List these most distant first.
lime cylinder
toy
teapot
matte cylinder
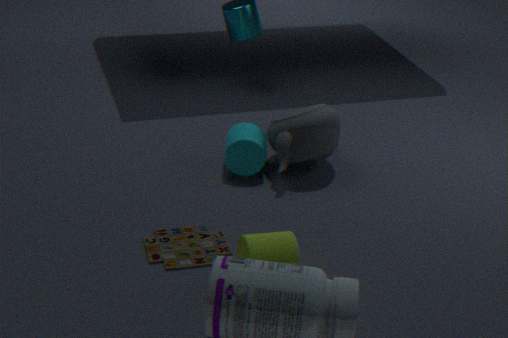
matte cylinder
teapot
toy
lime cylinder
